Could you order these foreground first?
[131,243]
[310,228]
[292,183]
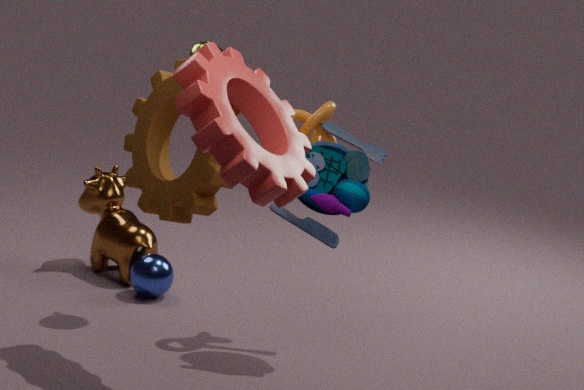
[292,183] < [310,228] < [131,243]
